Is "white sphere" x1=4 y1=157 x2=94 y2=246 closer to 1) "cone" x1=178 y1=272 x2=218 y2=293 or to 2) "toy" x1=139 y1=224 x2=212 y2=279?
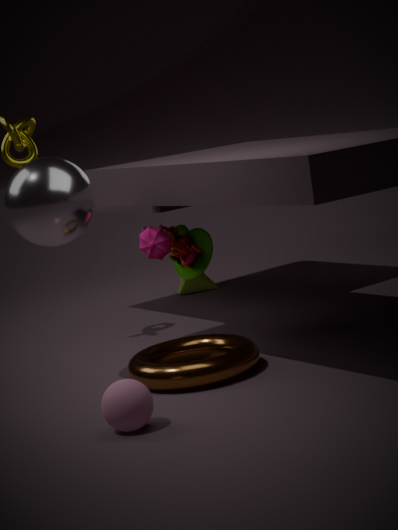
2) "toy" x1=139 y1=224 x2=212 y2=279
